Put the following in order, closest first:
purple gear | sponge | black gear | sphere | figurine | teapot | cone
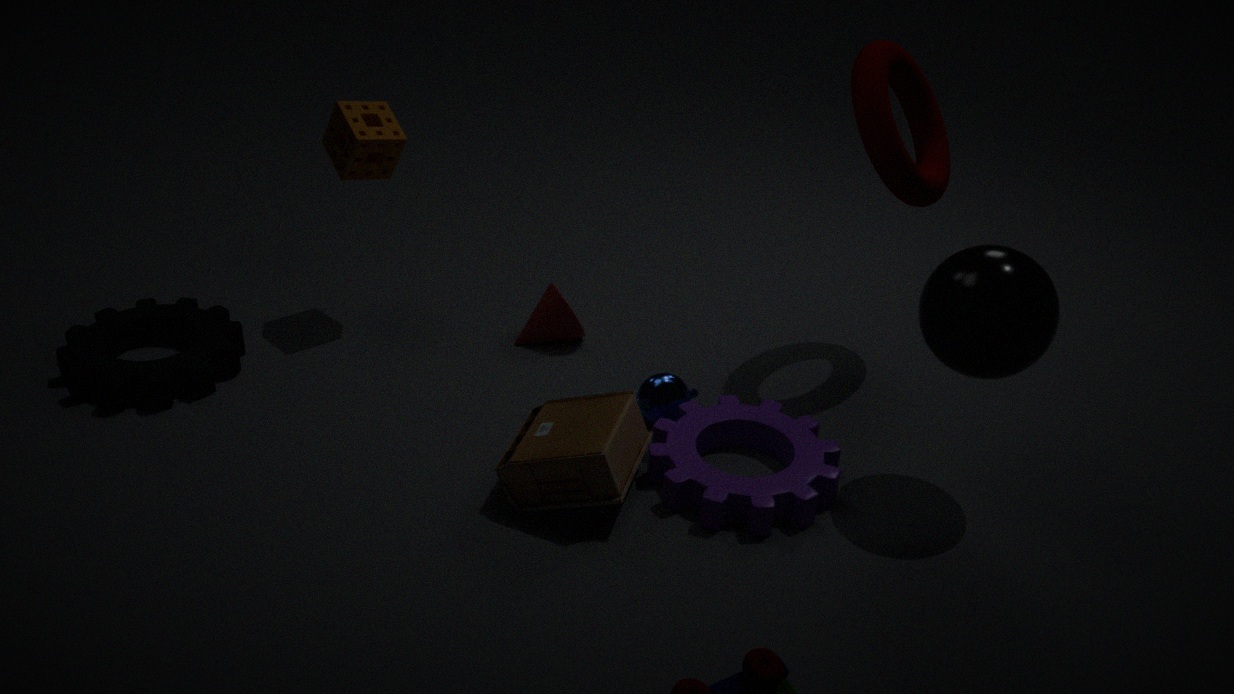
sphere
figurine
purple gear
teapot
black gear
sponge
cone
